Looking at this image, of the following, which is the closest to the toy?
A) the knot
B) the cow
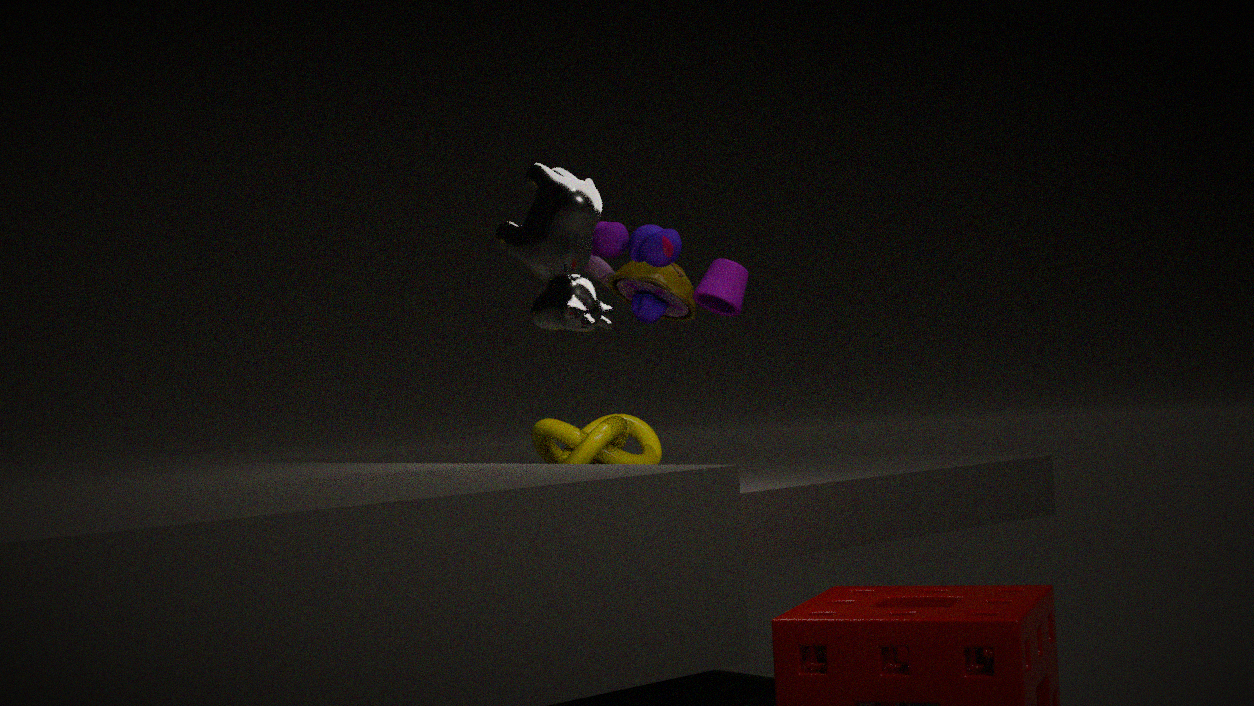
the knot
